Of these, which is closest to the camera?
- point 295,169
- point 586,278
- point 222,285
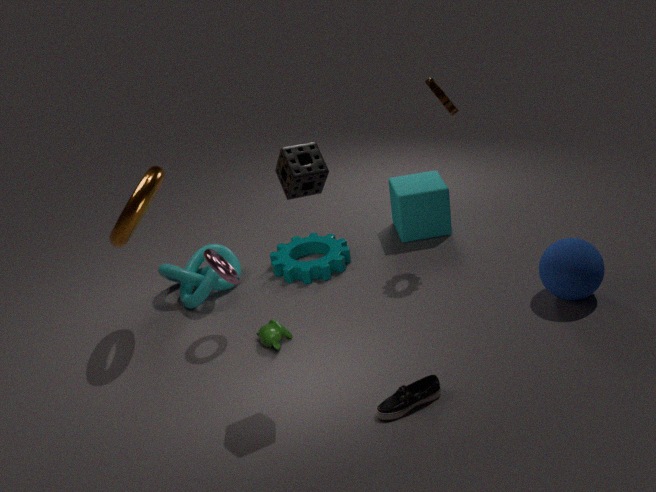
point 295,169
